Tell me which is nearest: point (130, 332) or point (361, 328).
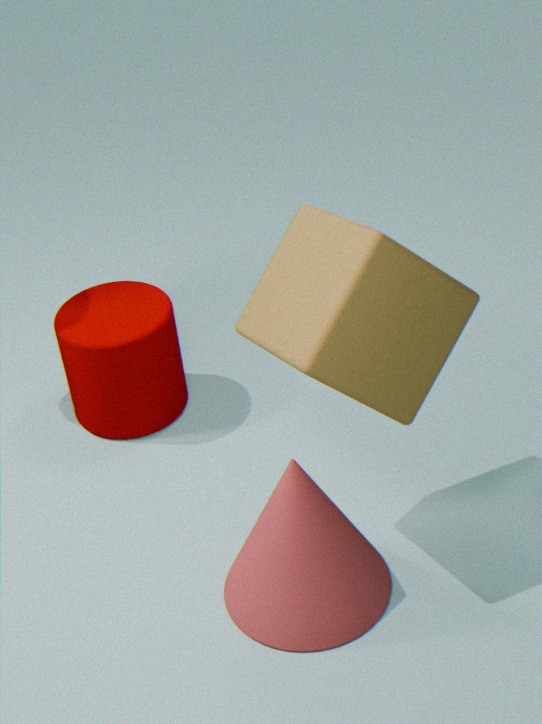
point (361, 328)
